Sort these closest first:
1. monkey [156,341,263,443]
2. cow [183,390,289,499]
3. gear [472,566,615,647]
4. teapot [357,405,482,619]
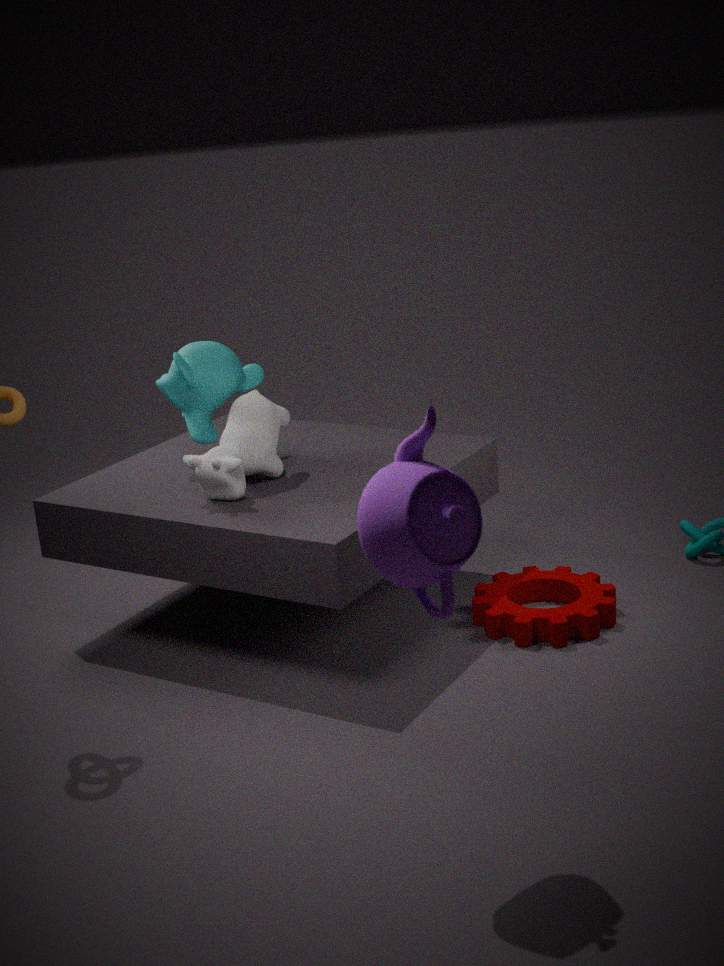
Answer: teapot [357,405,482,619]
cow [183,390,289,499]
gear [472,566,615,647]
monkey [156,341,263,443]
